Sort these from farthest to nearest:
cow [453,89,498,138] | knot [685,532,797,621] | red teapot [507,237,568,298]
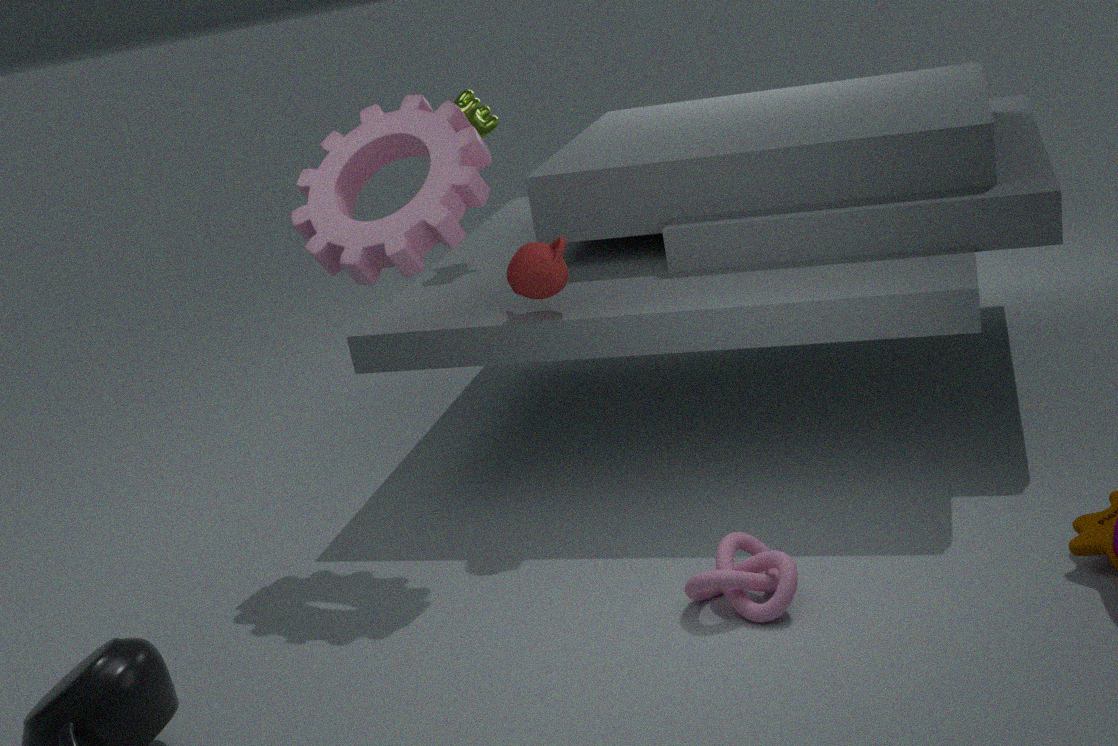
cow [453,89,498,138] < red teapot [507,237,568,298] < knot [685,532,797,621]
